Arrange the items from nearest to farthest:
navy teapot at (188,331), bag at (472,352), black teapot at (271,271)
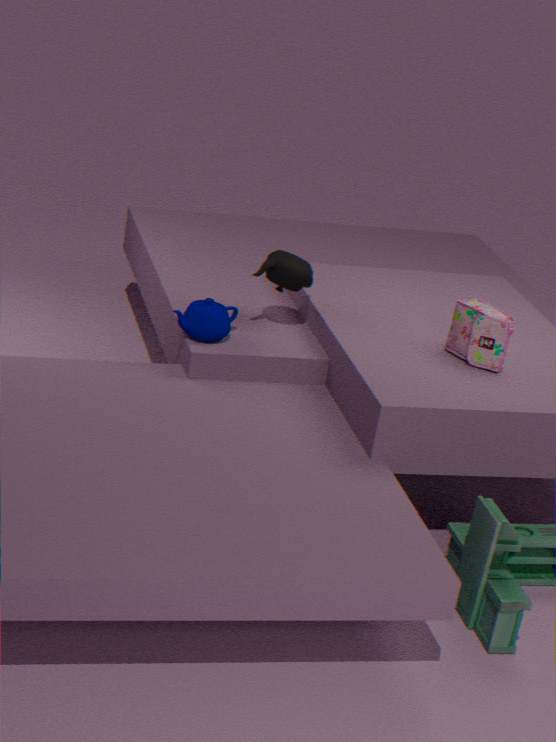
bag at (472,352) → navy teapot at (188,331) → black teapot at (271,271)
